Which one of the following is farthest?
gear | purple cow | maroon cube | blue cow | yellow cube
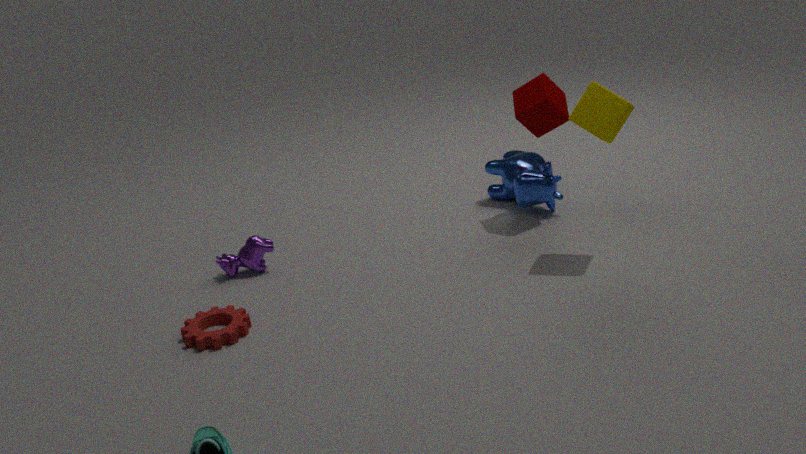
blue cow
